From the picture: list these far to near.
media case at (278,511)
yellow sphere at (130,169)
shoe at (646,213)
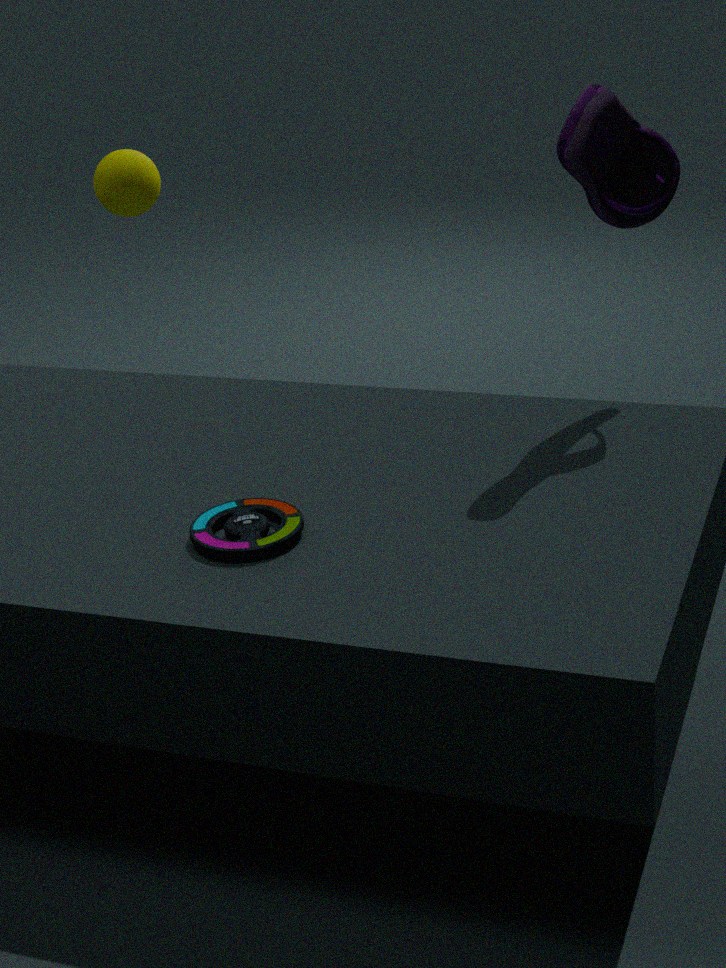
yellow sphere at (130,169) < shoe at (646,213) < media case at (278,511)
